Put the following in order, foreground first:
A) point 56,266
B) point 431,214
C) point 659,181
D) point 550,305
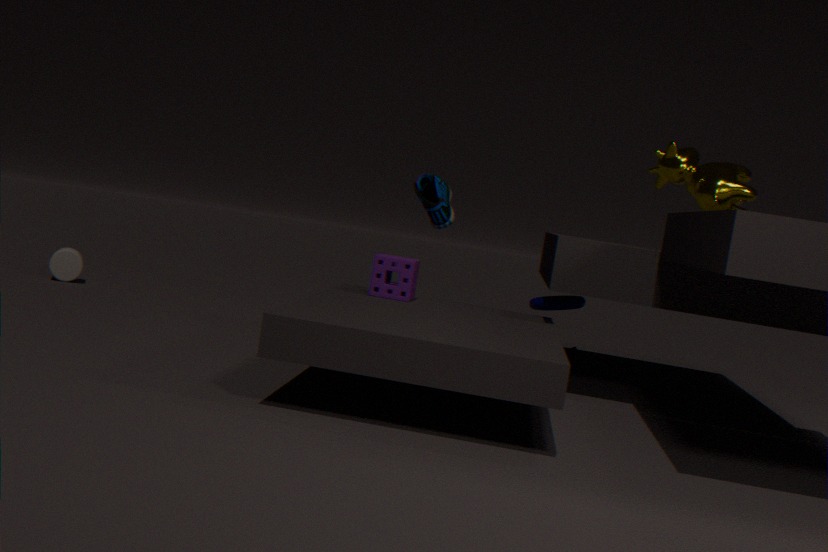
point 550,305 → point 659,181 → point 431,214 → point 56,266
